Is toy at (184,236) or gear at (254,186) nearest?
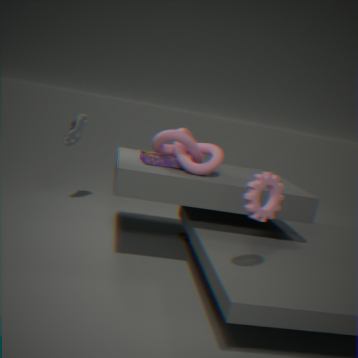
gear at (254,186)
